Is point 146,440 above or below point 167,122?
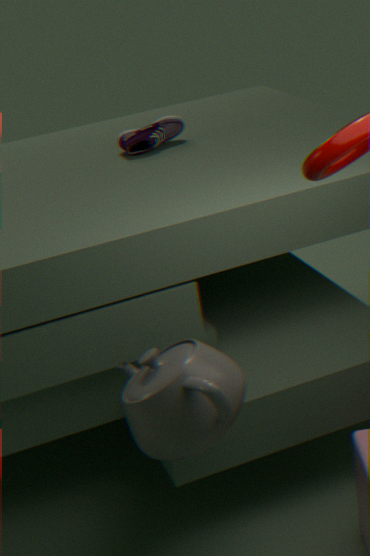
below
